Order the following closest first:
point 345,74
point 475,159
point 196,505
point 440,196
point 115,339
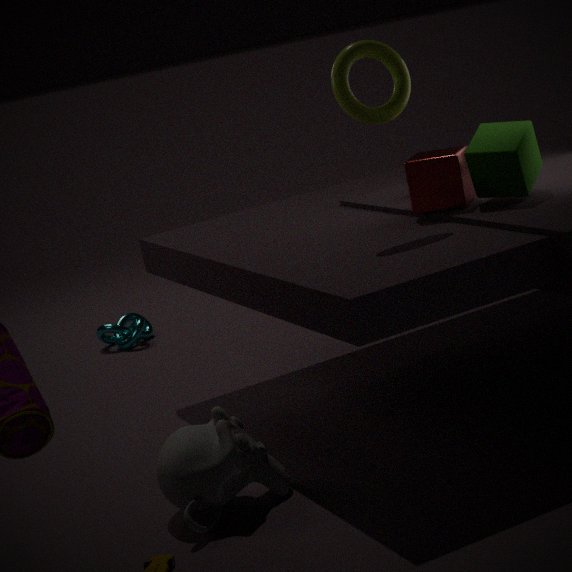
point 196,505 < point 345,74 < point 475,159 < point 440,196 < point 115,339
